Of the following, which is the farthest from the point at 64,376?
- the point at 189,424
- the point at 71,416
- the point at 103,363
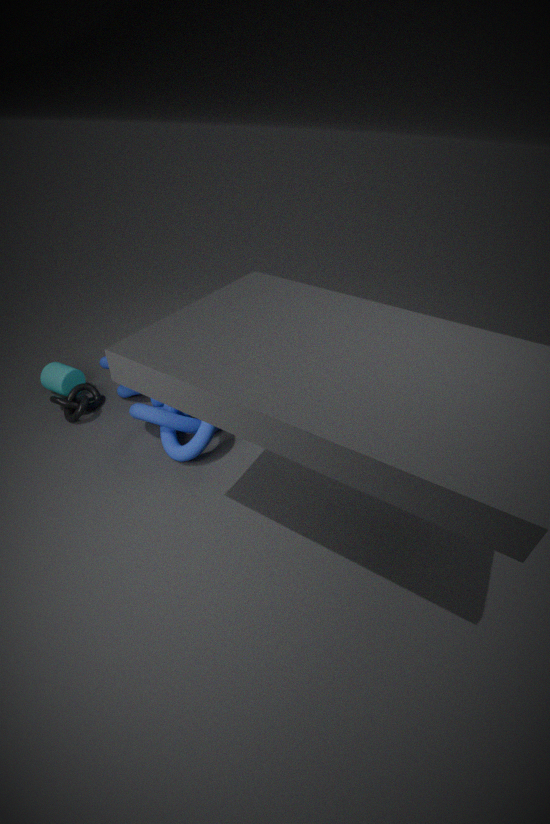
the point at 189,424
